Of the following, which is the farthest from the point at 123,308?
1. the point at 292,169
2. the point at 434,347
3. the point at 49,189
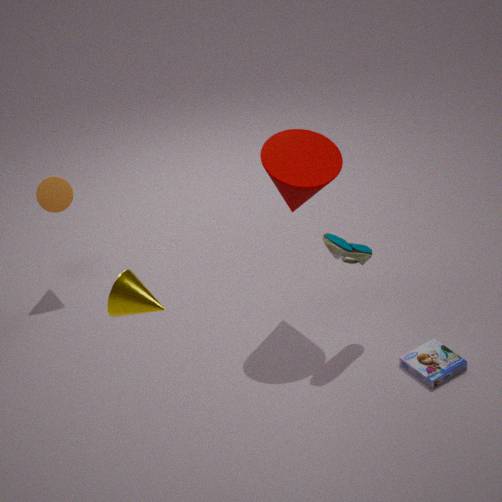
the point at 49,189
